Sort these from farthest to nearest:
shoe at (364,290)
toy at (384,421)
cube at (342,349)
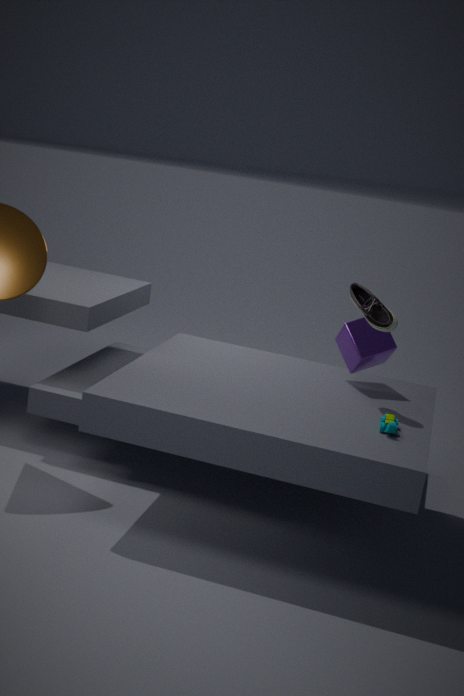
cube at (342,349), shoe at (364,290), toy at (384,421)
